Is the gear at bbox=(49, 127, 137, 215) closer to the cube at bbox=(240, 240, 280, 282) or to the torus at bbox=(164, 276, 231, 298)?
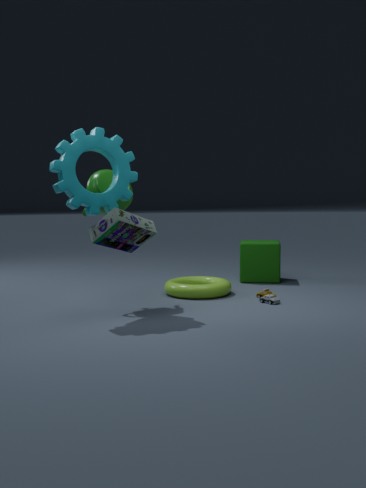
the torus at bbox=(164, 276, 231, 298)
